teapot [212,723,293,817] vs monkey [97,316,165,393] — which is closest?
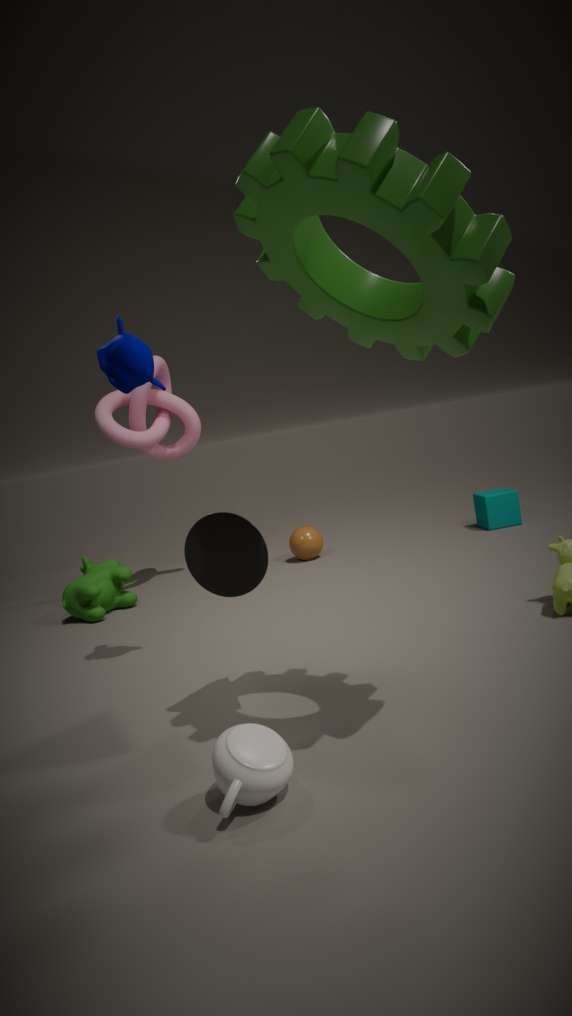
teapot [212,723,293,817]
